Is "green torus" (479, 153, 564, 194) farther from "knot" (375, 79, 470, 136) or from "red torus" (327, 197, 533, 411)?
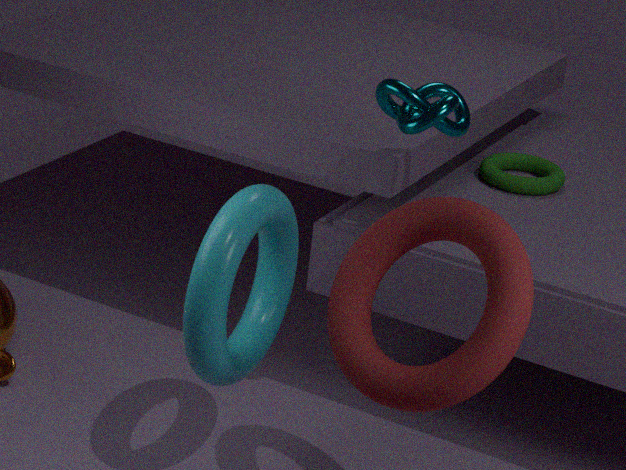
"red torus" (327, 197, 533, 411)
